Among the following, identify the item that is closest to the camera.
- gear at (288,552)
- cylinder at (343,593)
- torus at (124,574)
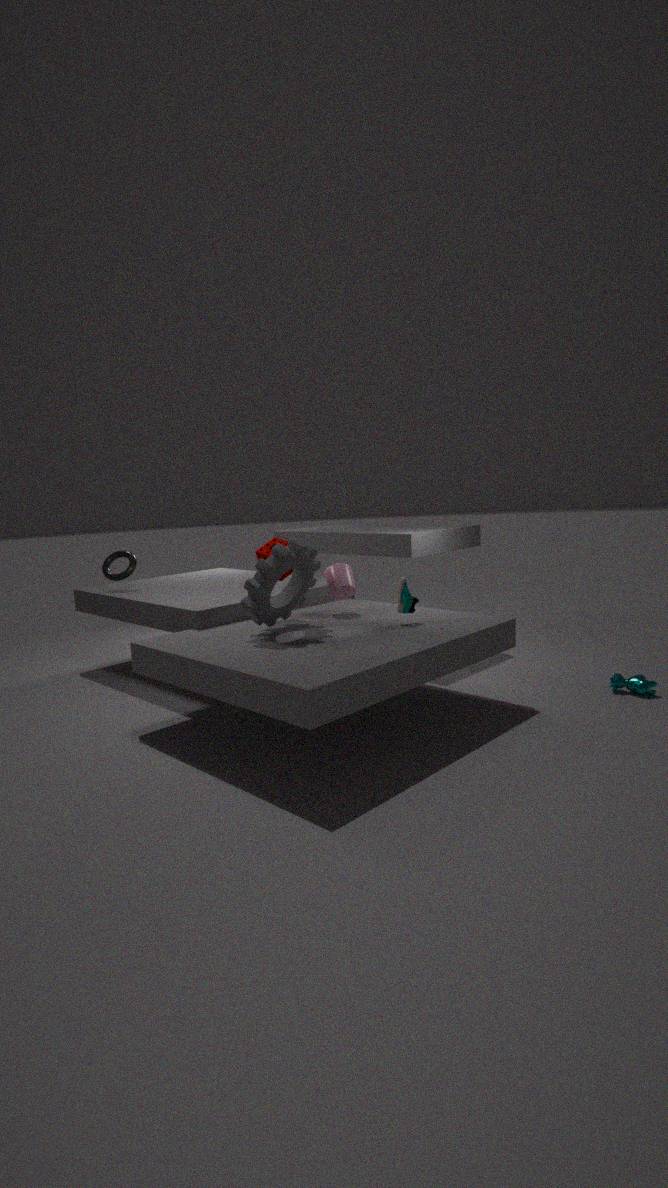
gear at (288,552)
